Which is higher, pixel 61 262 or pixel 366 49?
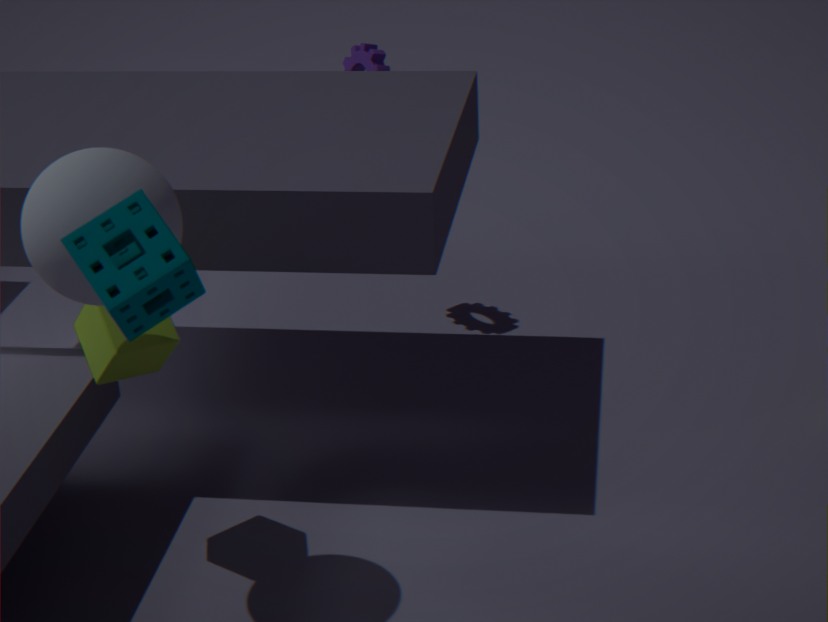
pixel 61 262
